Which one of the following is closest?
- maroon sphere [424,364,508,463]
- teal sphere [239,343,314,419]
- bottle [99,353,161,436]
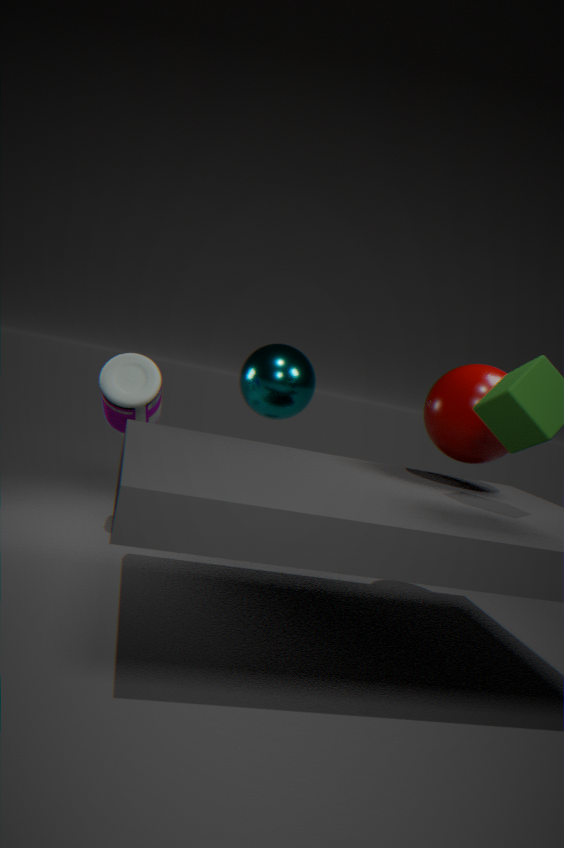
maroon sphere [424,364,508,463]
